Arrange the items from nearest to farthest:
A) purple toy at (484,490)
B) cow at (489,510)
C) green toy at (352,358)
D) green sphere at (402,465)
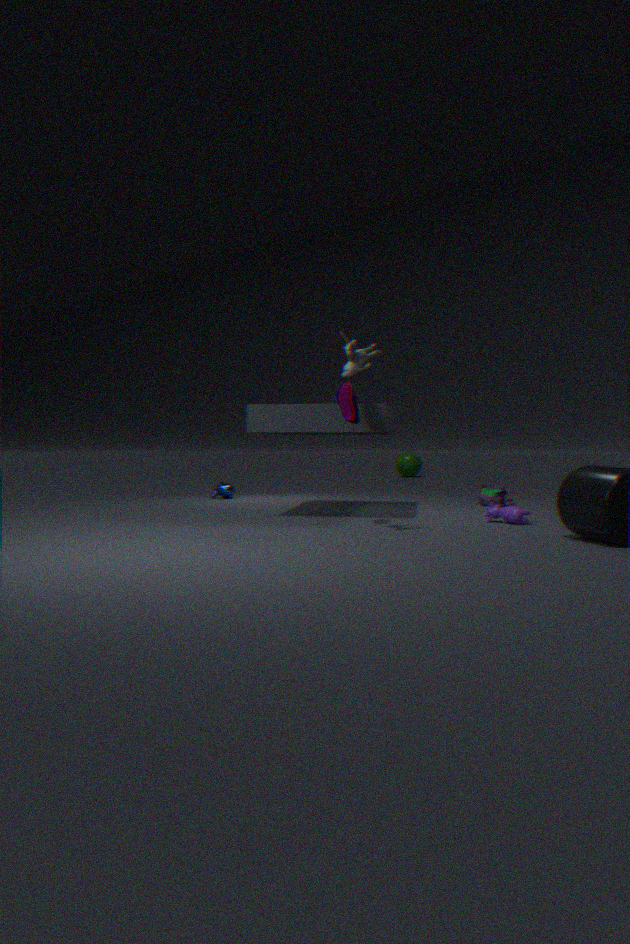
green toy at (352,358) < cow at (489,510) < purple toy at (484,490) < green sphere at (402,465)
